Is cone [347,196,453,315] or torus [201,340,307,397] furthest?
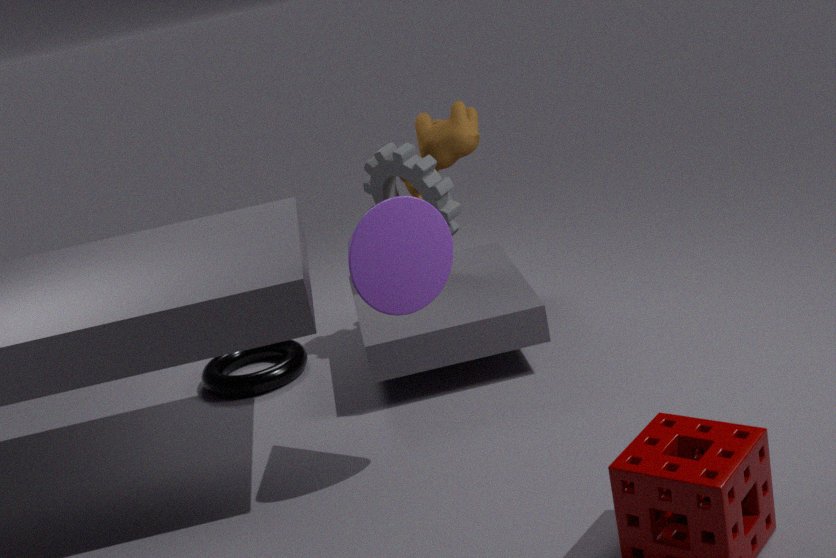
torus [201,340,307,397]
